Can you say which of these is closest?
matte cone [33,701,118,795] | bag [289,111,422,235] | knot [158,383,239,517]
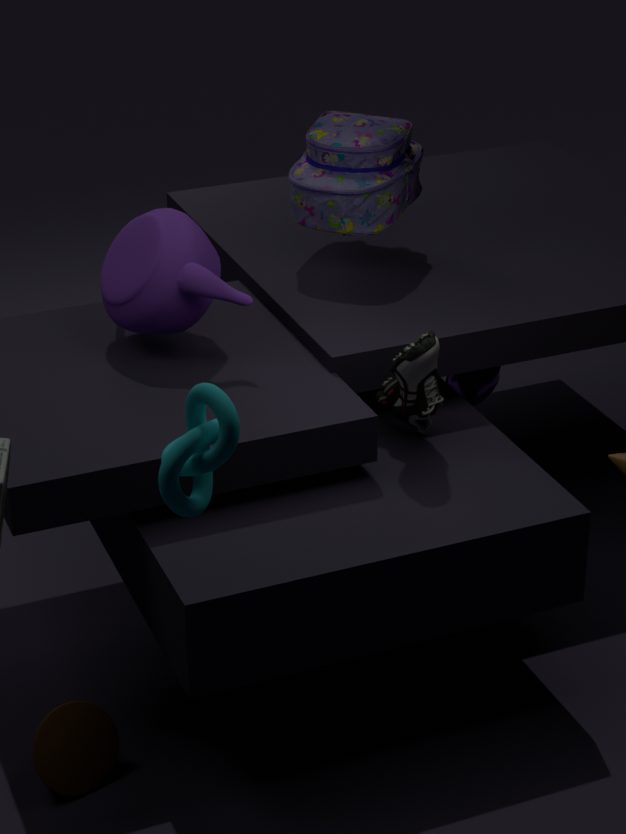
knot [158,383,239,517]
